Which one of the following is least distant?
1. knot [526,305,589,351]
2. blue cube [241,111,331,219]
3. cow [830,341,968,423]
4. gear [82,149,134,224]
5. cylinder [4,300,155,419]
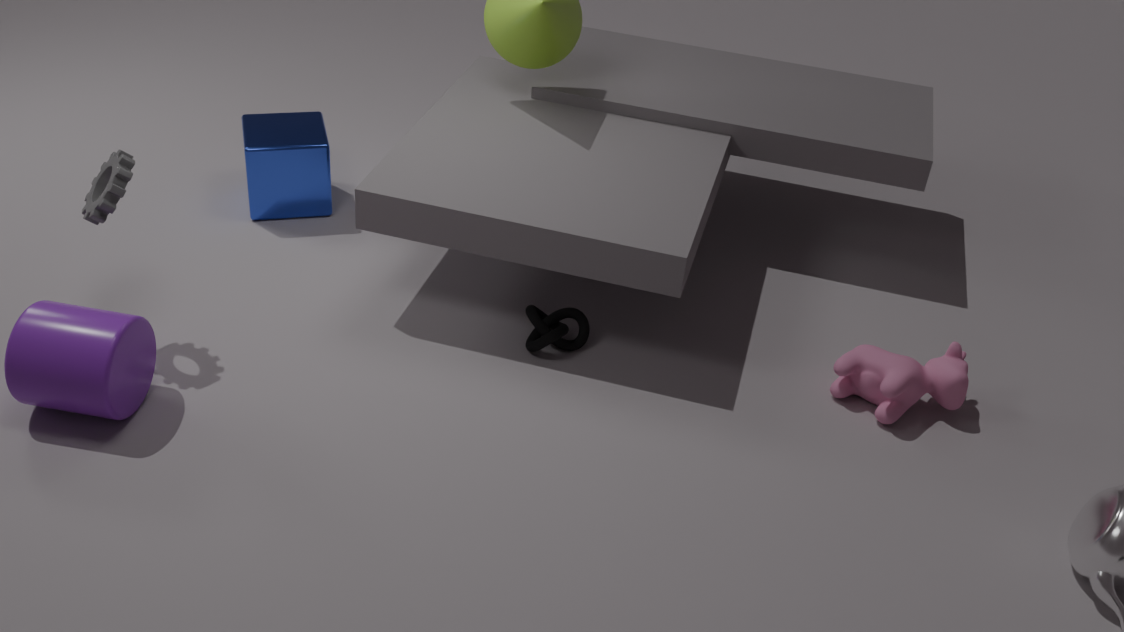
cylinder [4,300,155,419]
